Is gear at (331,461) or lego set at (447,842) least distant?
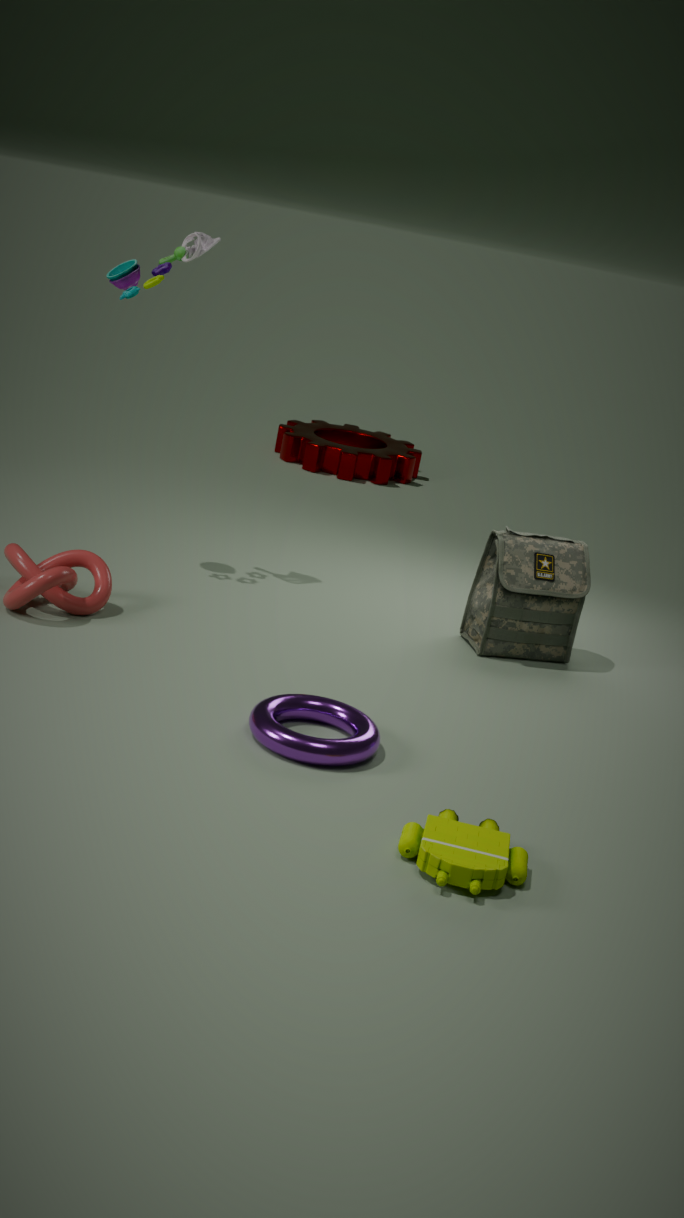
lego set at (447,842)
